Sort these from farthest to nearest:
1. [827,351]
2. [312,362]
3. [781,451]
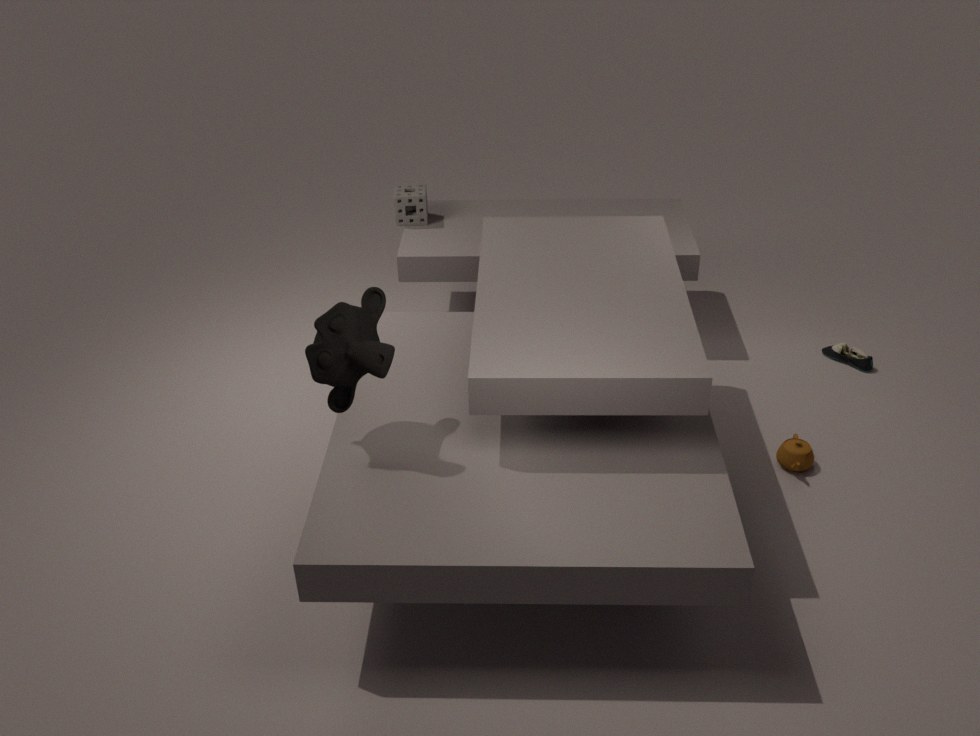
[827,351]
[781,451]
[312,362]
